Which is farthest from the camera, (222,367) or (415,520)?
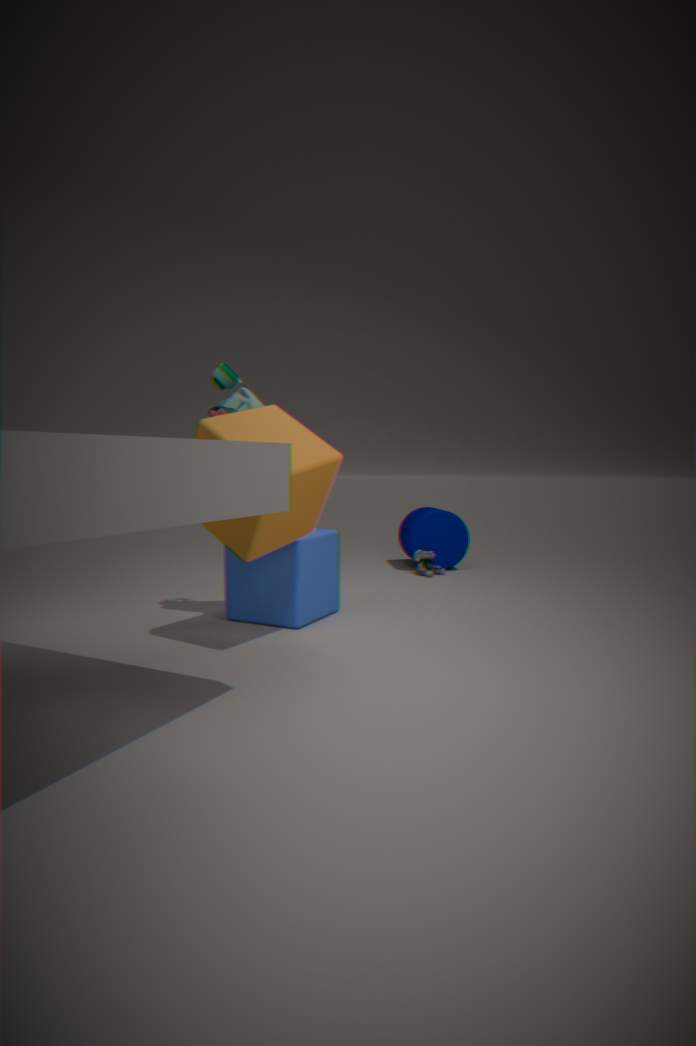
(415,520)
